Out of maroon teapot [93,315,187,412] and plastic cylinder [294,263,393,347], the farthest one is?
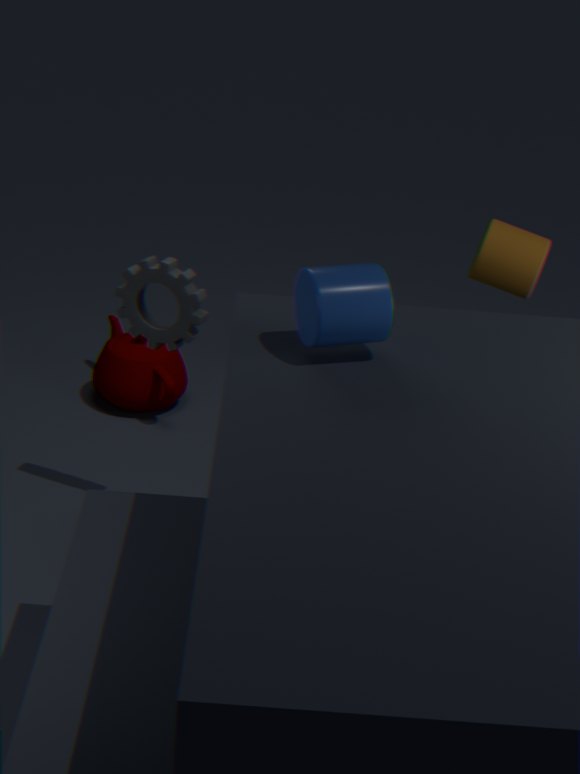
maroon teapot [93,315,187,412]
